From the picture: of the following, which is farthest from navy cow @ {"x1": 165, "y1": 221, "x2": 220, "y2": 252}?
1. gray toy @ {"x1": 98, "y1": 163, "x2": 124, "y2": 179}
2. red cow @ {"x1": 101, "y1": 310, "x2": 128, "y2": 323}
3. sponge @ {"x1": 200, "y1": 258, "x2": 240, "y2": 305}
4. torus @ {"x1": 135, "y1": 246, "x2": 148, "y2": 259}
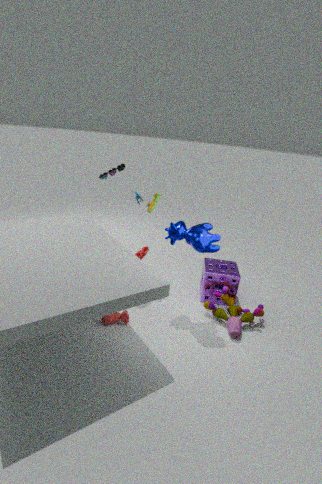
gray toy @ {"x1": 98, "y1": 163, "x2": 124, "y2": 179}
